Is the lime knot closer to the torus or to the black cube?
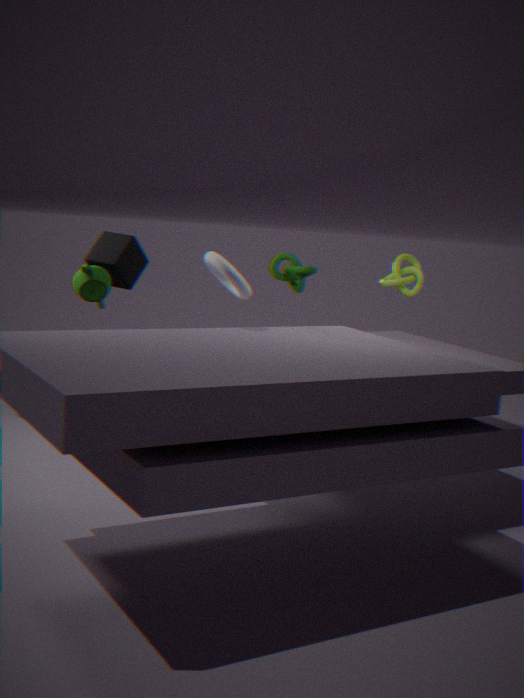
the torus
